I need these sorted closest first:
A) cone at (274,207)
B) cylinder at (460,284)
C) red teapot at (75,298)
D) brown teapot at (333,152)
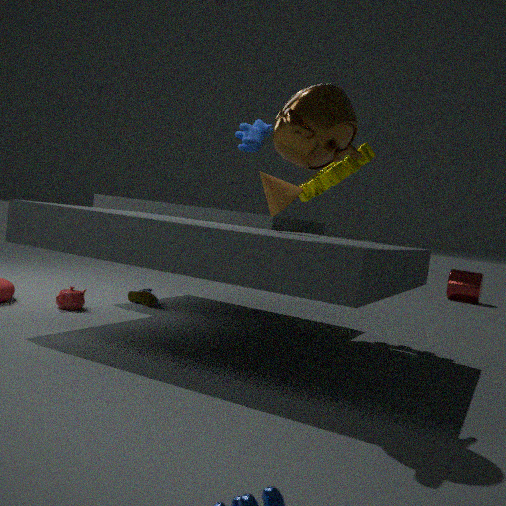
brown teapot at (333,152) → cone at (274,207) → red teapot at (75,298) → cylinder at (460,284)
